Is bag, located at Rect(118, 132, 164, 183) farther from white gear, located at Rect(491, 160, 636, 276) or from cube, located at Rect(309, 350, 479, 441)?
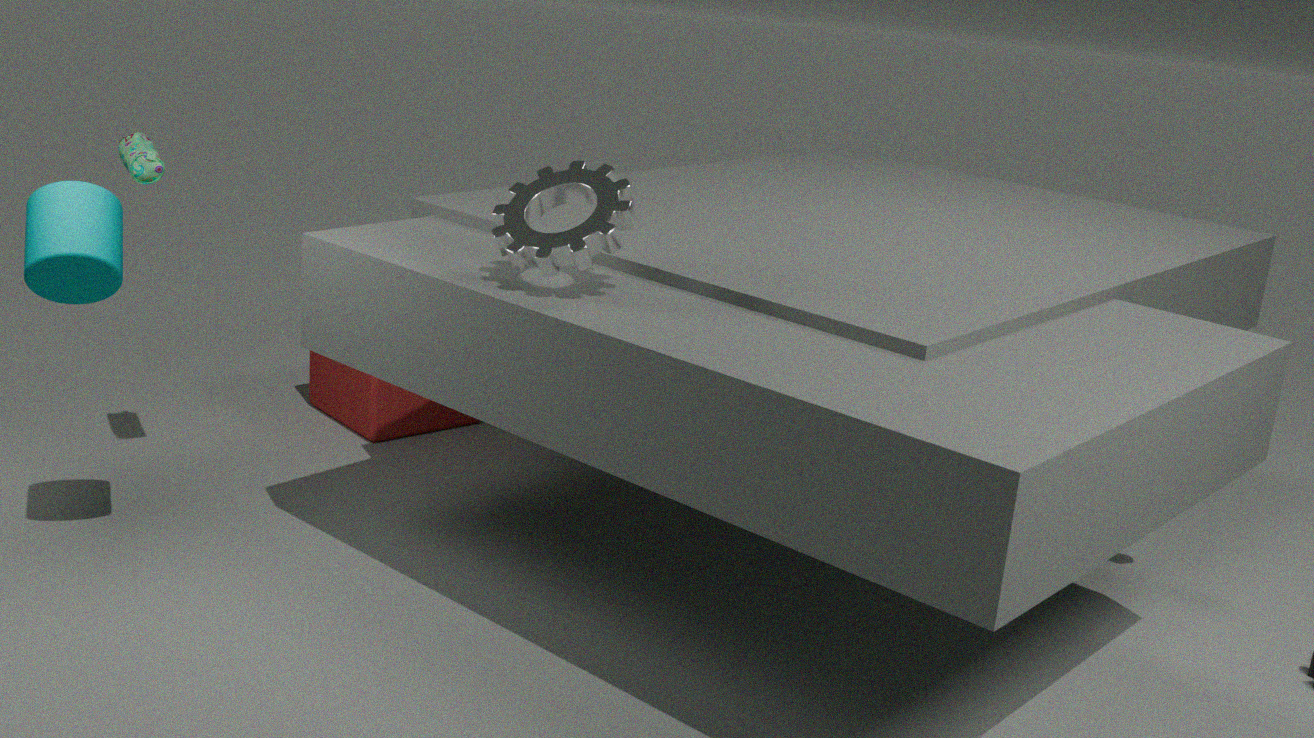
white gear, located at Rect(491, 160, 636, 276)
